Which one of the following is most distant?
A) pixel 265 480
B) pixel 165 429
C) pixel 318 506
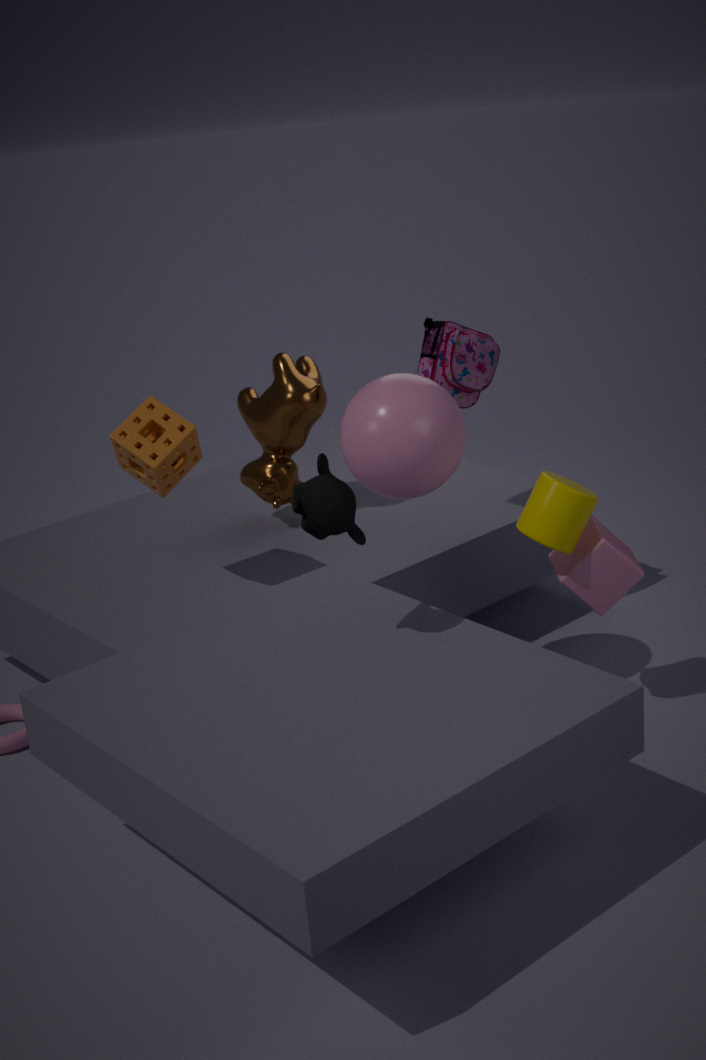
pixel 265 480
